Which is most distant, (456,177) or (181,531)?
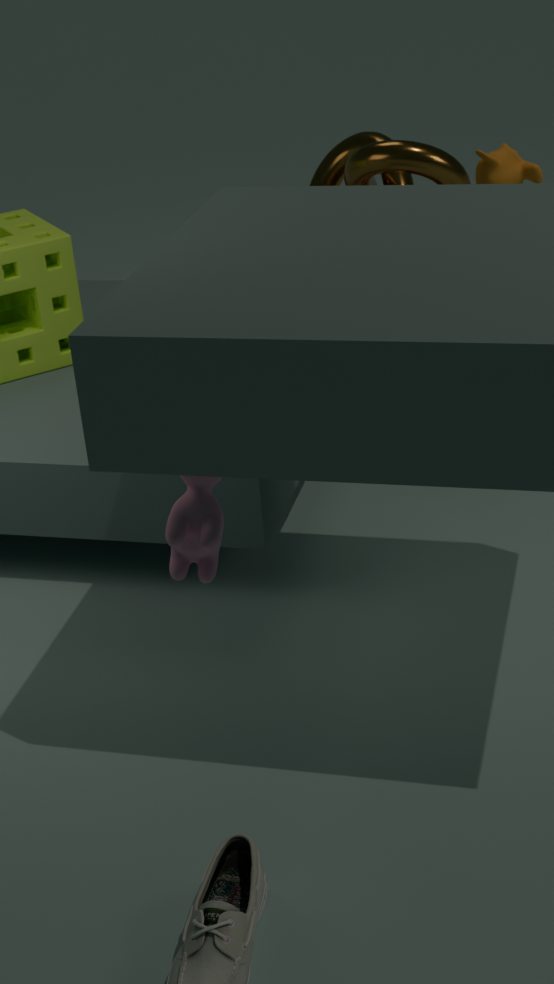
(456,177)
